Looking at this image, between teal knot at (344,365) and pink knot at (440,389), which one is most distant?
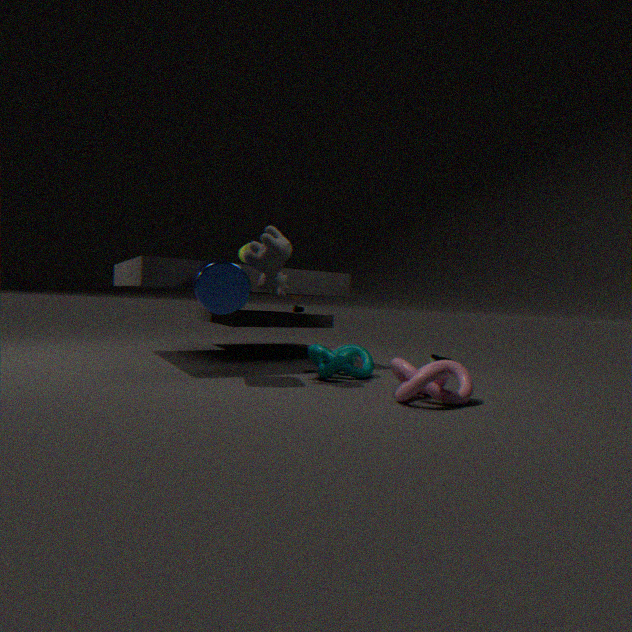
teal knot at (344,365)
